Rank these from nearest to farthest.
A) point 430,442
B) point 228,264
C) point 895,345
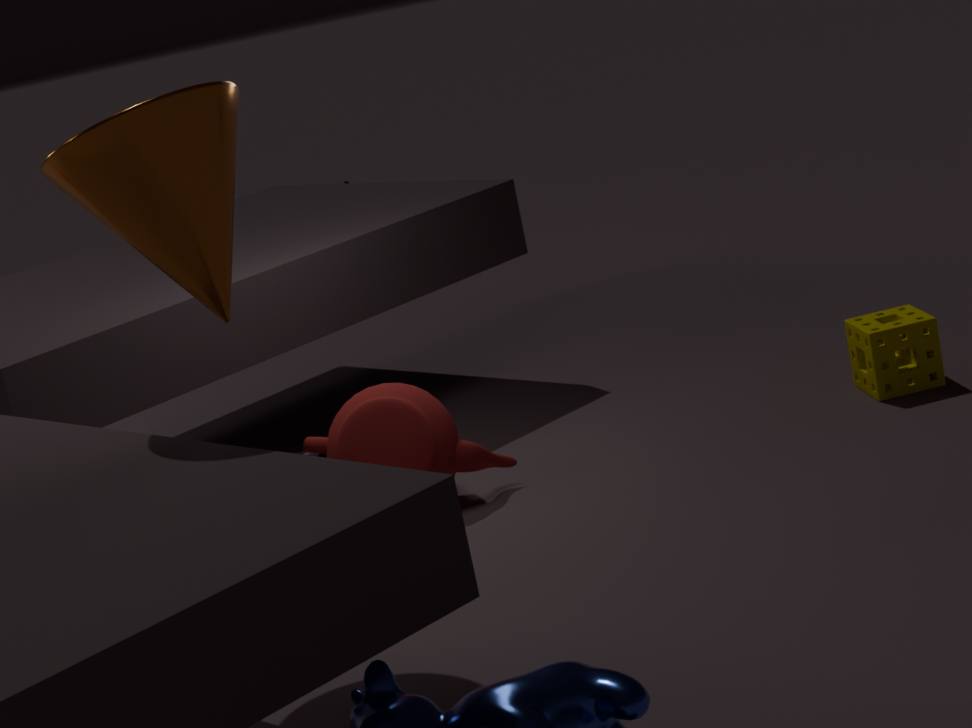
point 228,264, point 430,442, point 895,345
